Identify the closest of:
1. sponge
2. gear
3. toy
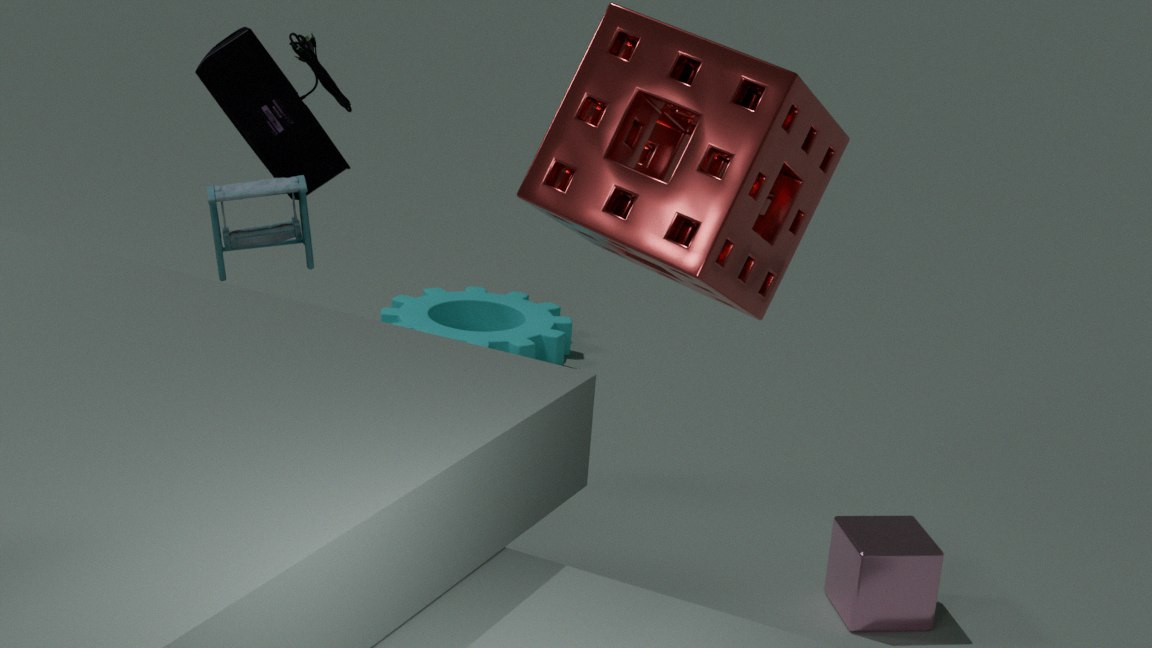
sponge
